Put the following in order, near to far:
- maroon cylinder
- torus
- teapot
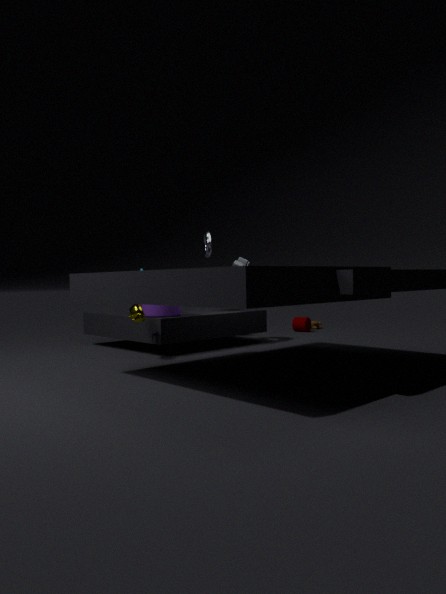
teapot → torus → maroon cylinder
